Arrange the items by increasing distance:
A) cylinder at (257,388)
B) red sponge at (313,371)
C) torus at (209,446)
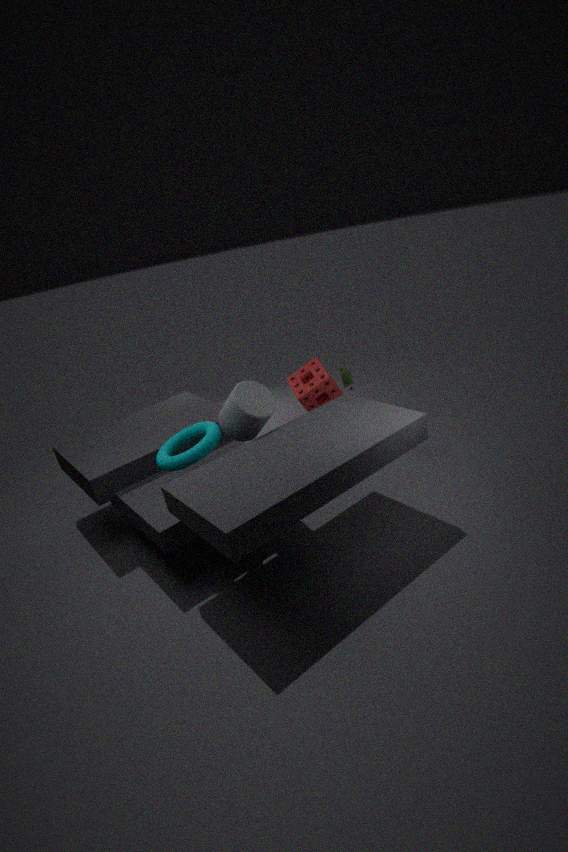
1. torus at (209,446)
2. cylinder at (257,388)
3. red sponge at (313,371)
